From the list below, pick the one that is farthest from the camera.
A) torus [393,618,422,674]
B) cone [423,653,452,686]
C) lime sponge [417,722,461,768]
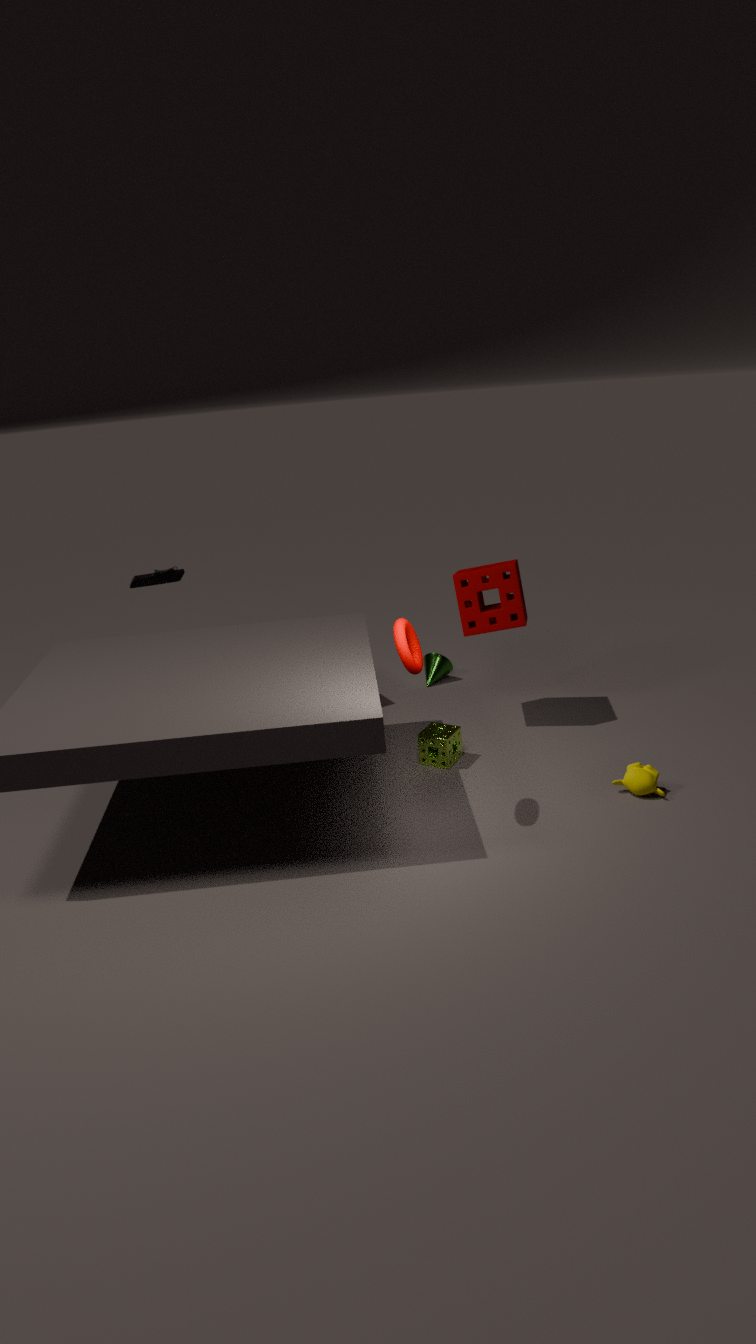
cone [423,653,452,686]
